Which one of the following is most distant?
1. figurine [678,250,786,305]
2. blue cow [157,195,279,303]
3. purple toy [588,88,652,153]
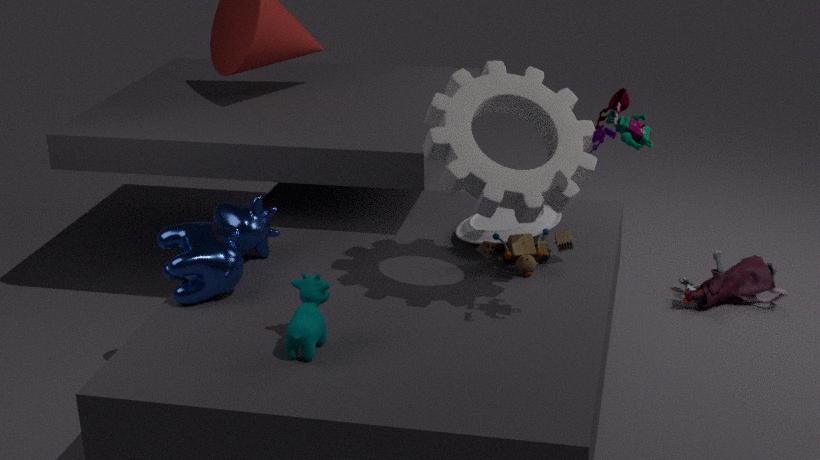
figurine [678,250,786,305]
